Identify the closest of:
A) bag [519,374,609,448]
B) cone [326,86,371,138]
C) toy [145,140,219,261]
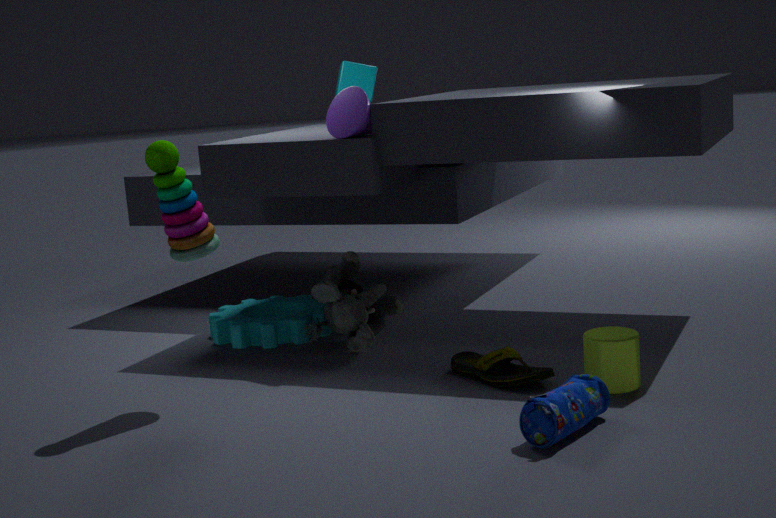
bag [519,374,609,448]
